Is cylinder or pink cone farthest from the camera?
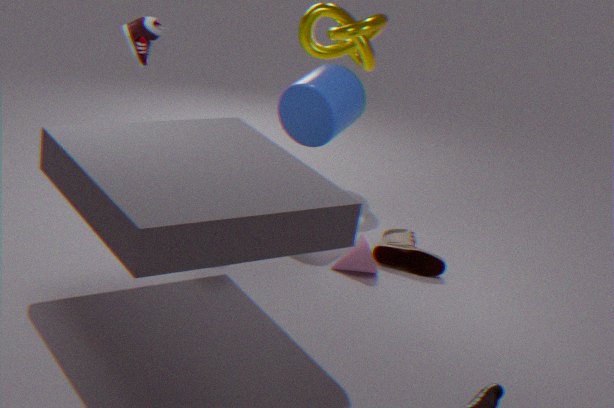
cylinder
